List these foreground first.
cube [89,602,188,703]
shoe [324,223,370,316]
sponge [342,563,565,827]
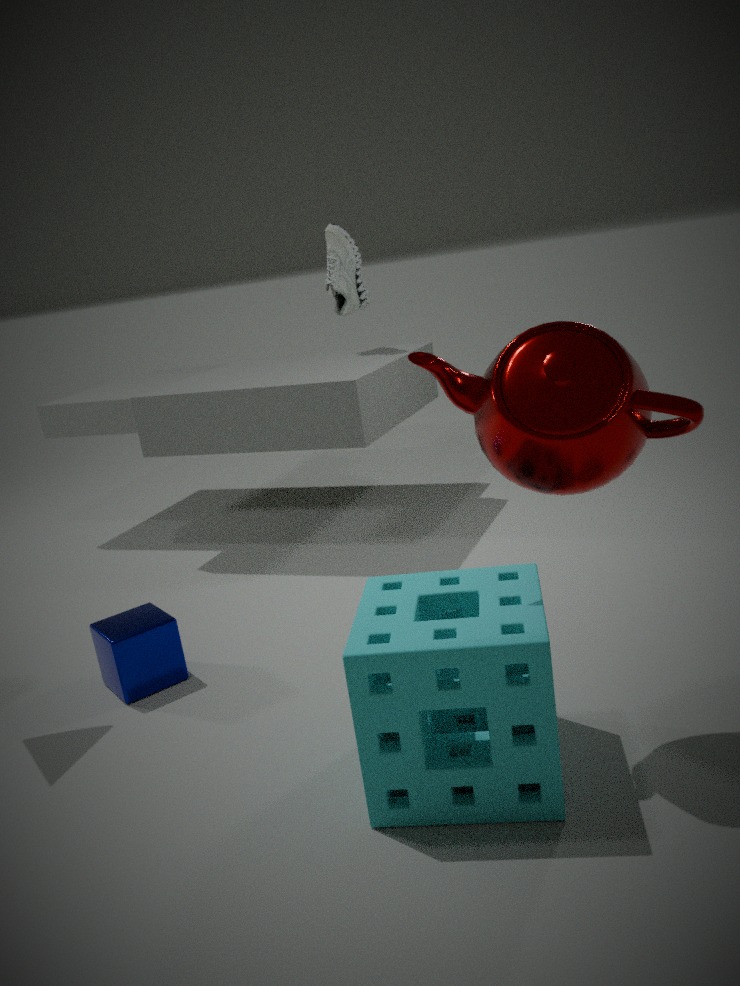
1. sponge [342,563,565,827]
2. cube [89,602,188,703]
3. shoe [324,223,370,316]
